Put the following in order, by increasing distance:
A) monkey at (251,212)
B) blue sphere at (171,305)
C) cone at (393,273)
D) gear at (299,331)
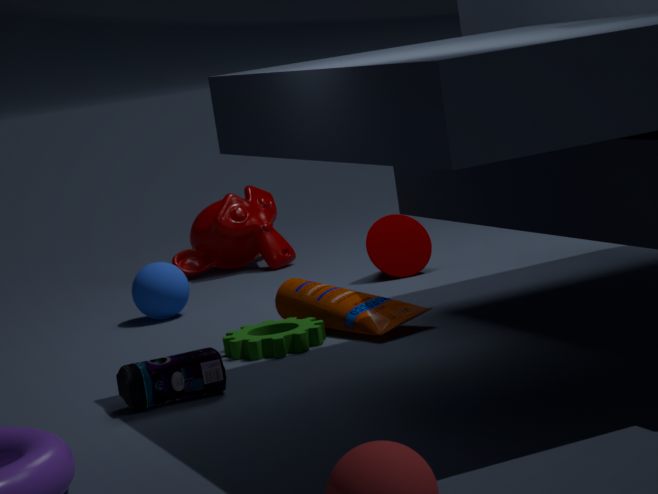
1. gear at (299,331)
2. blue sphere at (171,305)
3. cone at (393,273)
4. monkey at (251,212)
